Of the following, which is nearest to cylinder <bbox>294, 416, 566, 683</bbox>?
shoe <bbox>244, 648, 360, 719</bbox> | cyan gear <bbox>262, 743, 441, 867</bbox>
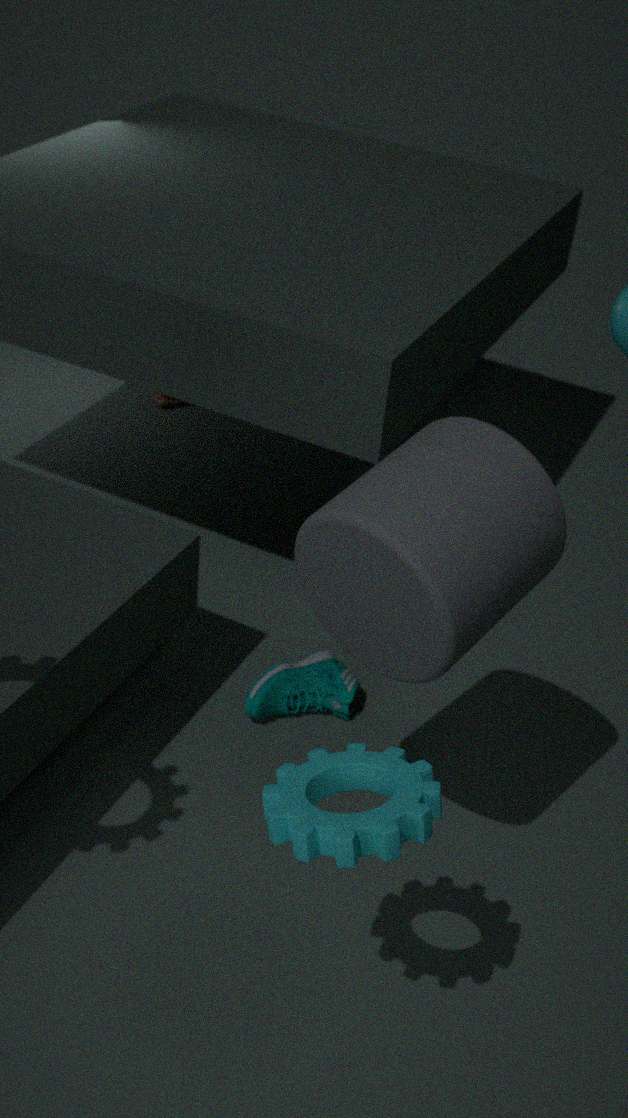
cyan gear <bbox>262, 743, 441, 867</bbox>
